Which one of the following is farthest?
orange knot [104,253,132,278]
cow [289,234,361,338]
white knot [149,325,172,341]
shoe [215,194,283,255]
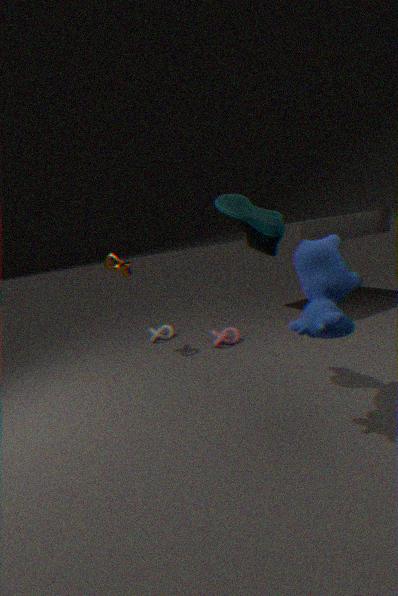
white knot [149,325,172,341]
